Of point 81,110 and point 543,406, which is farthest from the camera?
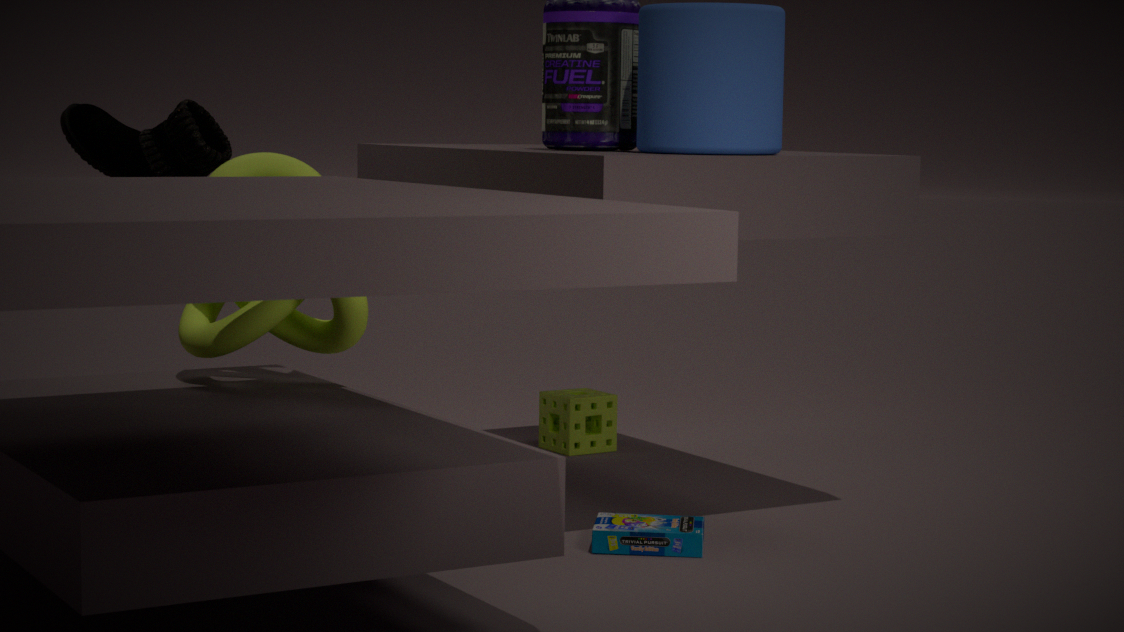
point 543,406
